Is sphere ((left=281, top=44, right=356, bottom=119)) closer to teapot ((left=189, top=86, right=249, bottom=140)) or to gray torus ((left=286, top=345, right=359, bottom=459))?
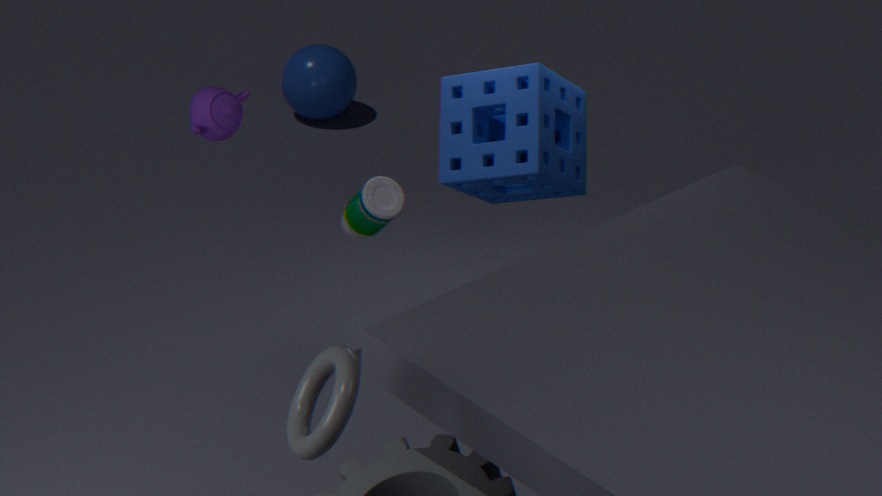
teapot ((left=189, top=86, right=249, bottom=140))
